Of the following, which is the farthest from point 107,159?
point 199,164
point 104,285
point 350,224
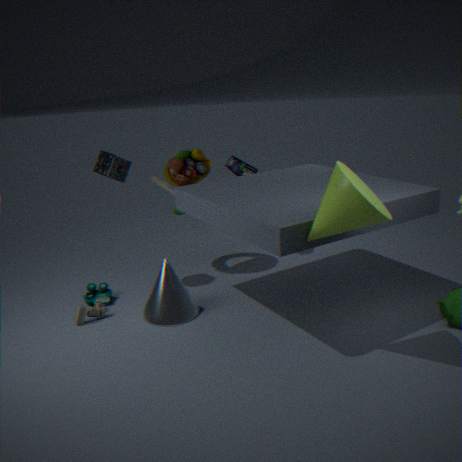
point 350,224
